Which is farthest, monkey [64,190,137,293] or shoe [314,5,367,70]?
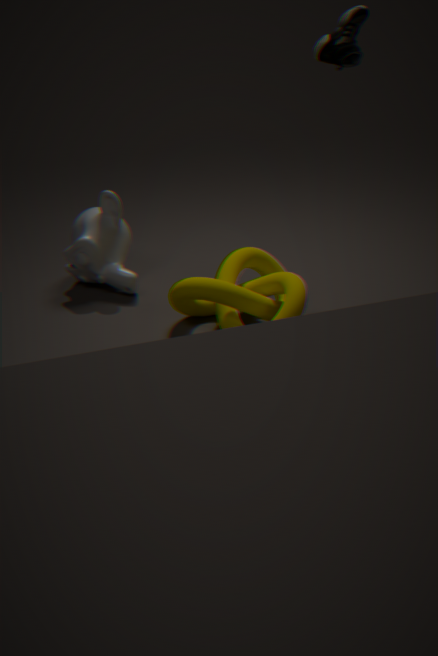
monkey [64,190,137,293]
